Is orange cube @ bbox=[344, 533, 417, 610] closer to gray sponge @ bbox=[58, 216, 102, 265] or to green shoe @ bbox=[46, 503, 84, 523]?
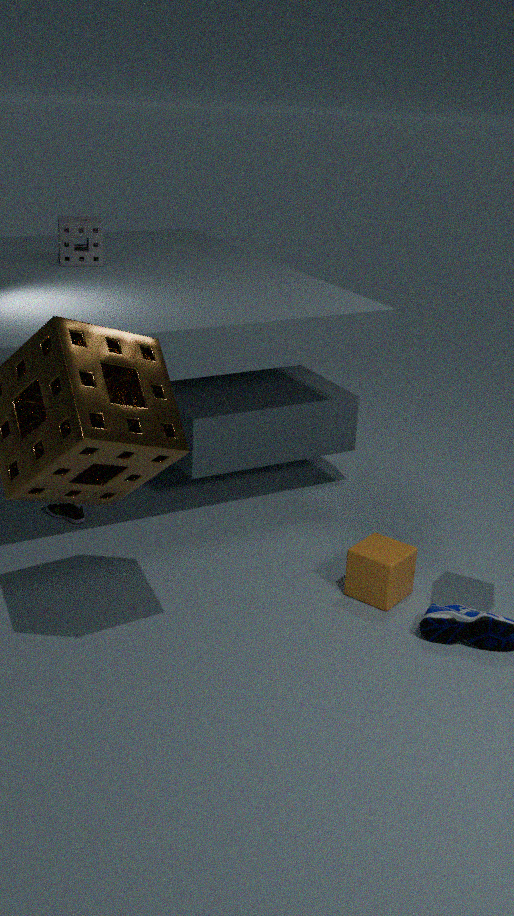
green shoe @ bbox=[46, 503, 84, 523]
